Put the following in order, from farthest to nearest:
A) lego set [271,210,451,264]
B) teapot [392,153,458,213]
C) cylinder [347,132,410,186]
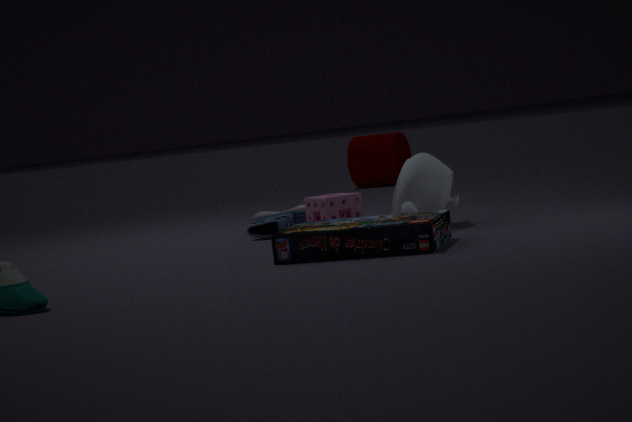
cylinder [347,132,410,186], teapot [392,153,458,213], lego set [271,210,451,264]
